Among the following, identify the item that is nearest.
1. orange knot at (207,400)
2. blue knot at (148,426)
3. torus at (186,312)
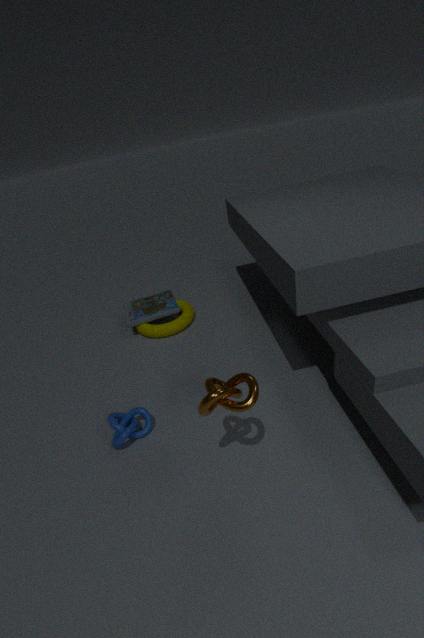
orange knot at (207,400)
